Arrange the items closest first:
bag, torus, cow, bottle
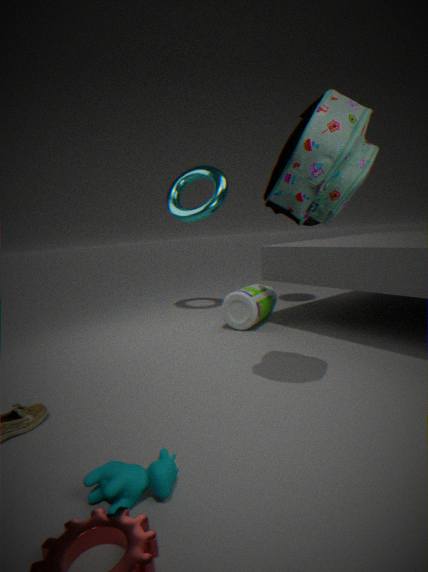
cow
bag
bottle
torus
